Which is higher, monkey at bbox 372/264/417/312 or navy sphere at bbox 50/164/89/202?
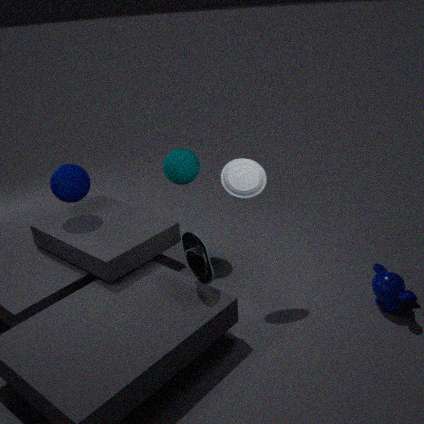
navy sphere at bbox 50/164/89/202
